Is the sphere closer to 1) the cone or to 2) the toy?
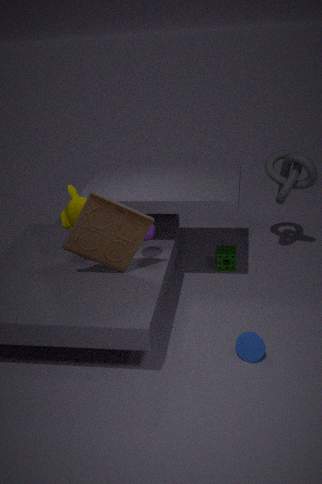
2) the toy
